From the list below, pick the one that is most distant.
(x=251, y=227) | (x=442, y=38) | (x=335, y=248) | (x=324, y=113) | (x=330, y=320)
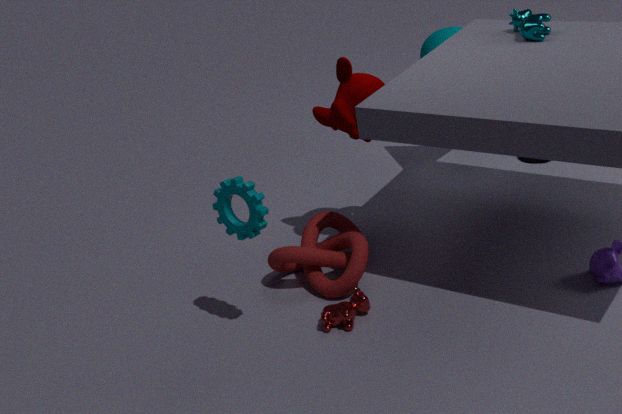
(x=442, y=38)
